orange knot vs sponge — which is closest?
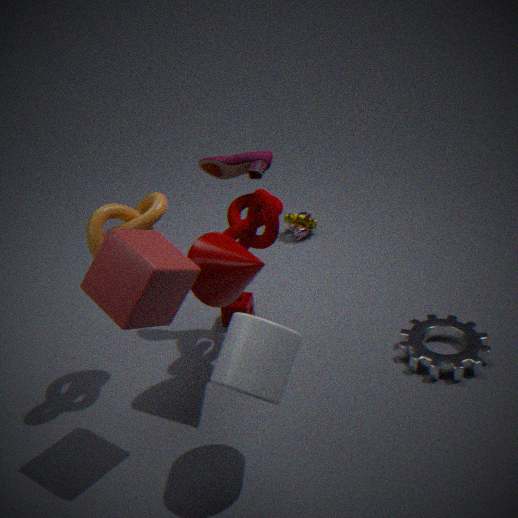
orange knot
